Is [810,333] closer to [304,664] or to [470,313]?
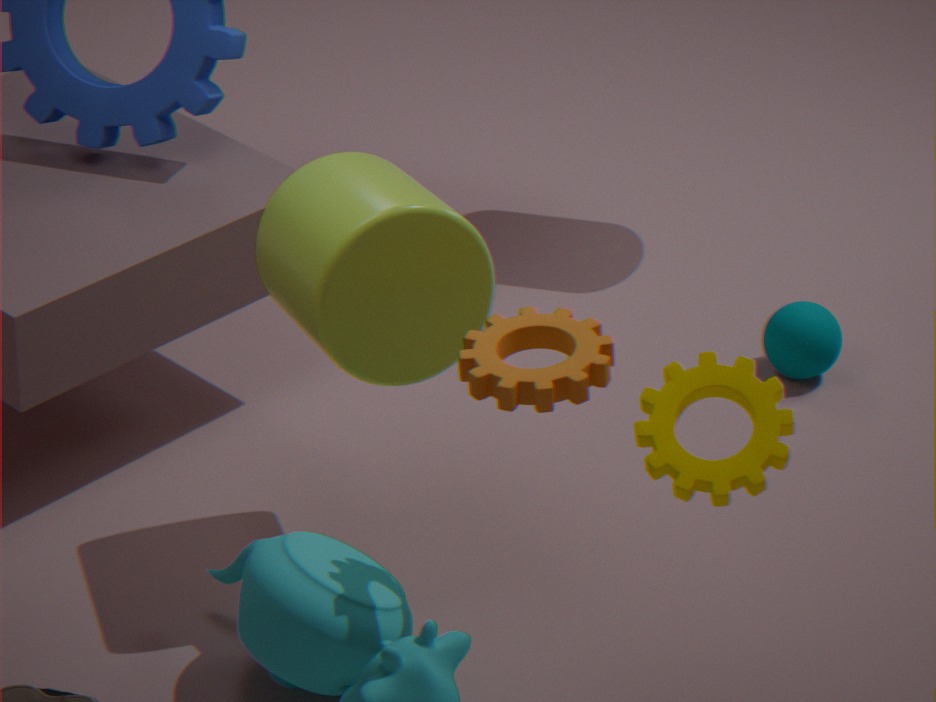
[470,313]
